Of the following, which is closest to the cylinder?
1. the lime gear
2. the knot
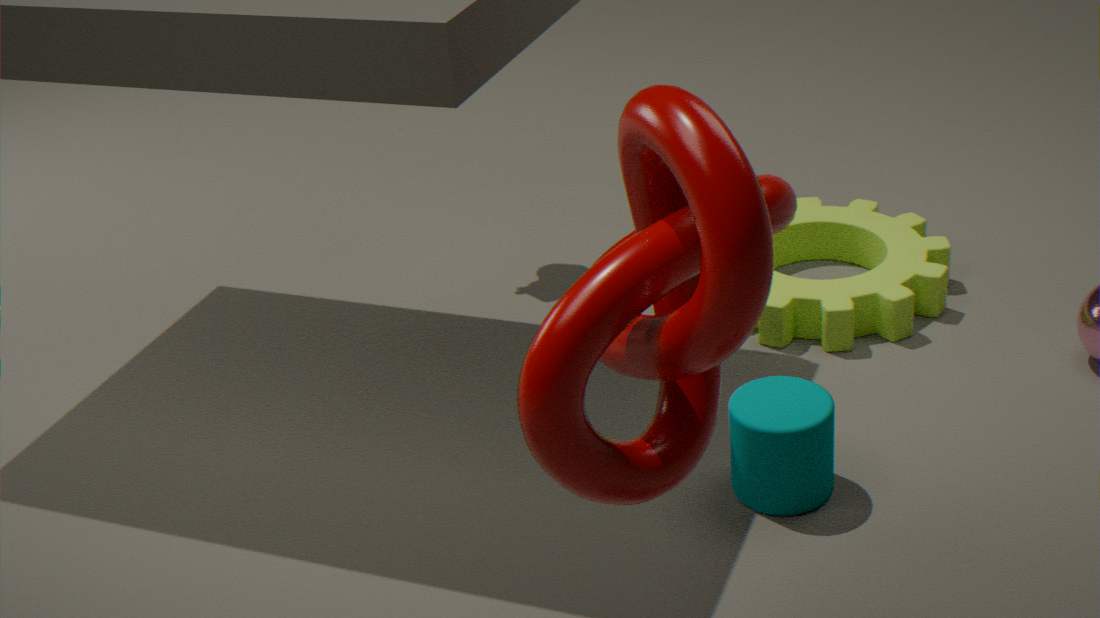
the lime gear
